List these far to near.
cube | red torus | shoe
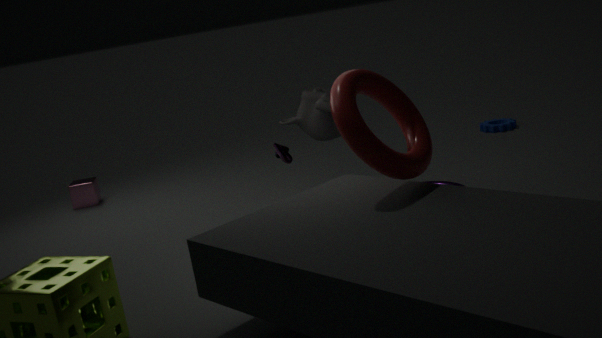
1. cube
2. shoe
3. red torus
